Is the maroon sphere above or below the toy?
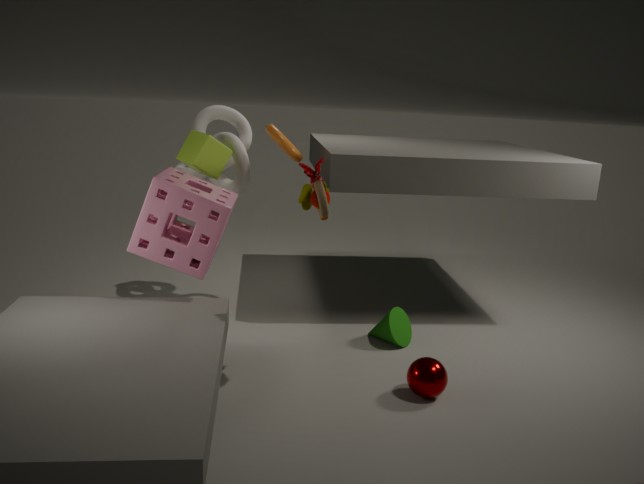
below
